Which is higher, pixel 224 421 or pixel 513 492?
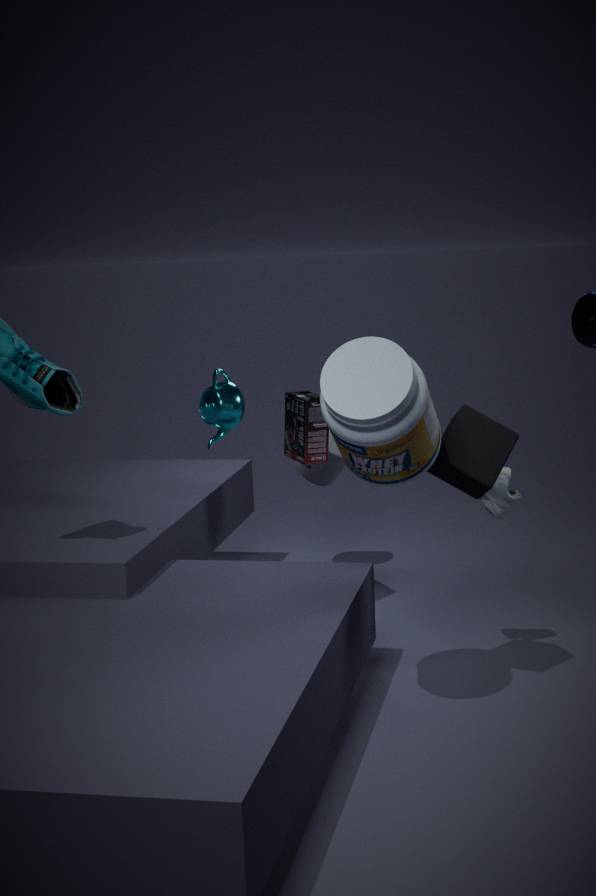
pixel 224 421
